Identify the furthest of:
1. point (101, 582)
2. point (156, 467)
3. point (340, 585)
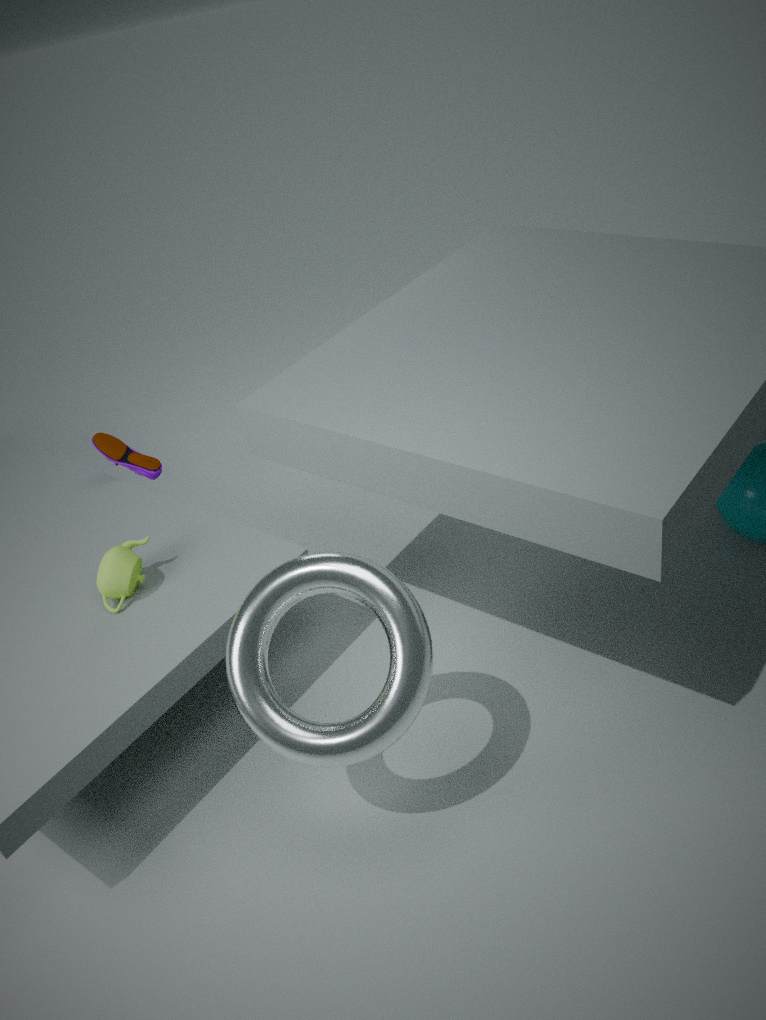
point (156, 467)
